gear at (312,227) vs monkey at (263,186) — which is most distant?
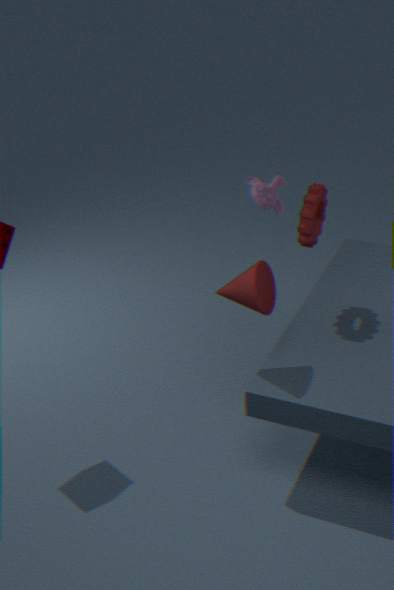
monkey at (263,186)
